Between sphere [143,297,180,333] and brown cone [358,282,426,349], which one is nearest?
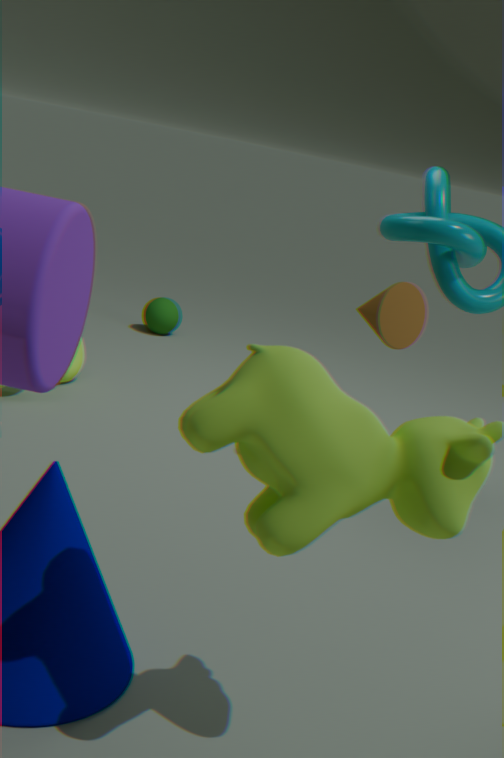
brown cone [358,282,426,349]
